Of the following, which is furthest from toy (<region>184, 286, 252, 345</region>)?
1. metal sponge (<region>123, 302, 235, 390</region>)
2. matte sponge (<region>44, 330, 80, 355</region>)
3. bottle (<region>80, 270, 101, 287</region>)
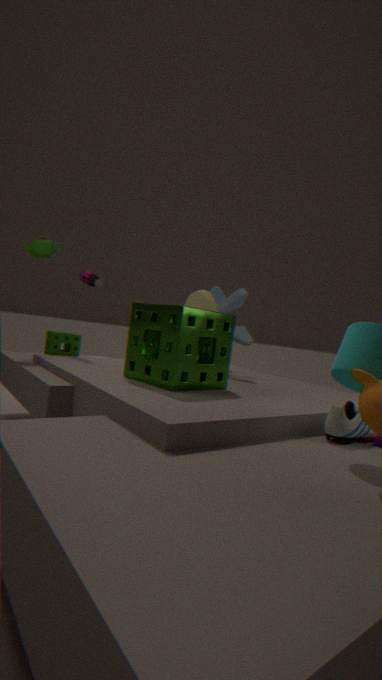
matte sponge (<region>44, 330, 80, 355</region>)
